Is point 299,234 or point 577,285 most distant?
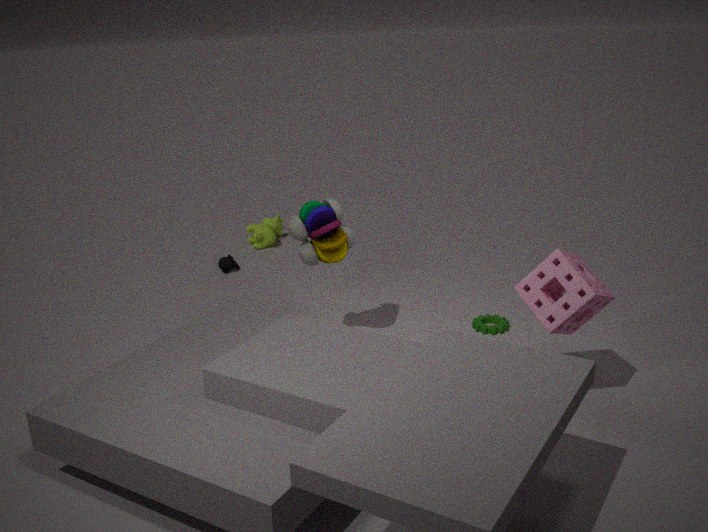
point 299,234
